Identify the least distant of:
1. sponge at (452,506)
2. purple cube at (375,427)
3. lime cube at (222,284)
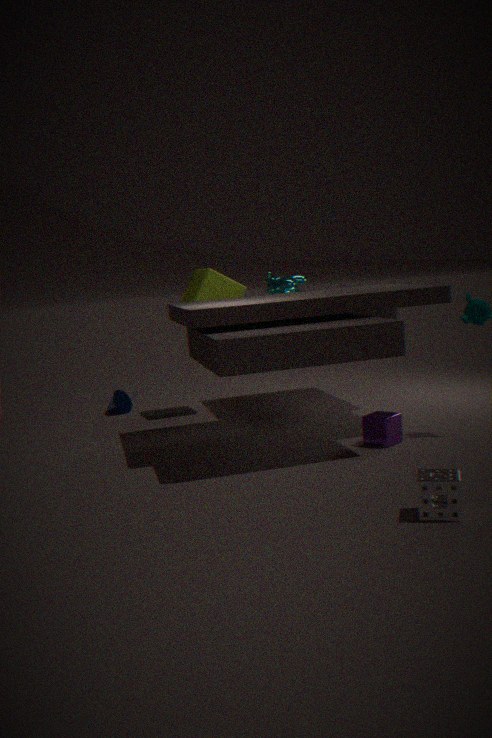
sponge at (452,506)
